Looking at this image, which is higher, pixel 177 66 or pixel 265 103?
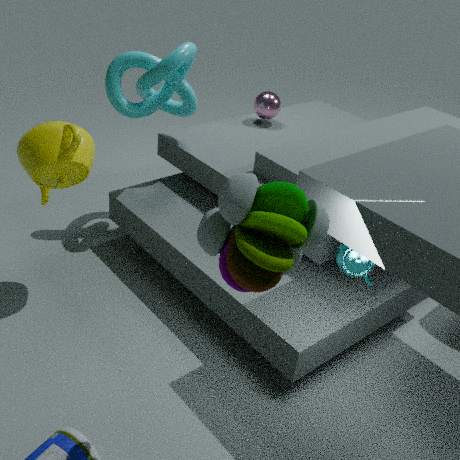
pixel 177 66
